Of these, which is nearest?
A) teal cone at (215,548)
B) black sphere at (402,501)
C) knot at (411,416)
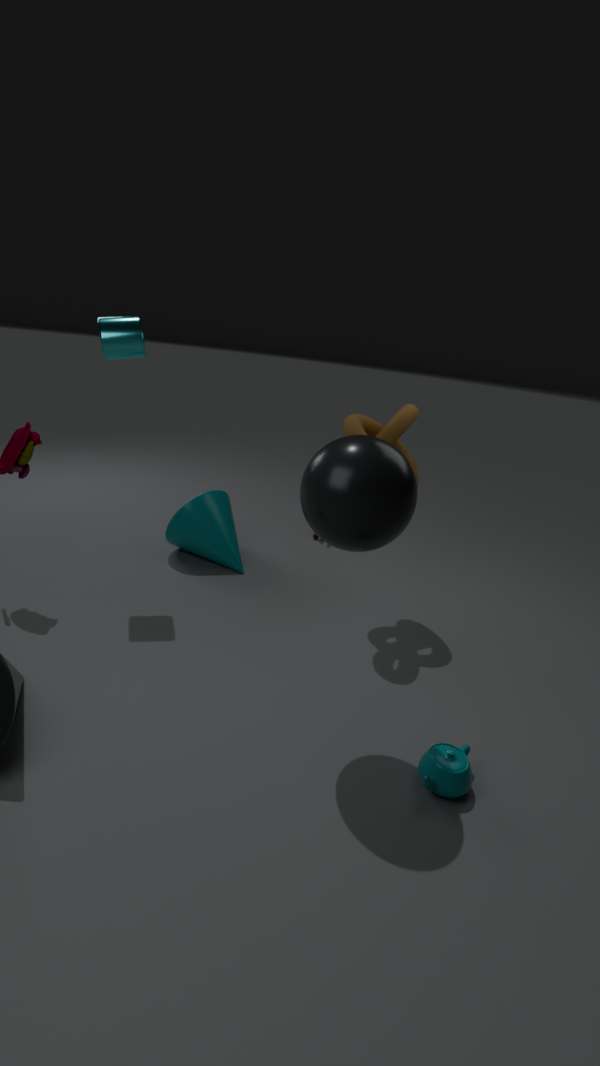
black sphere at (402,501)
